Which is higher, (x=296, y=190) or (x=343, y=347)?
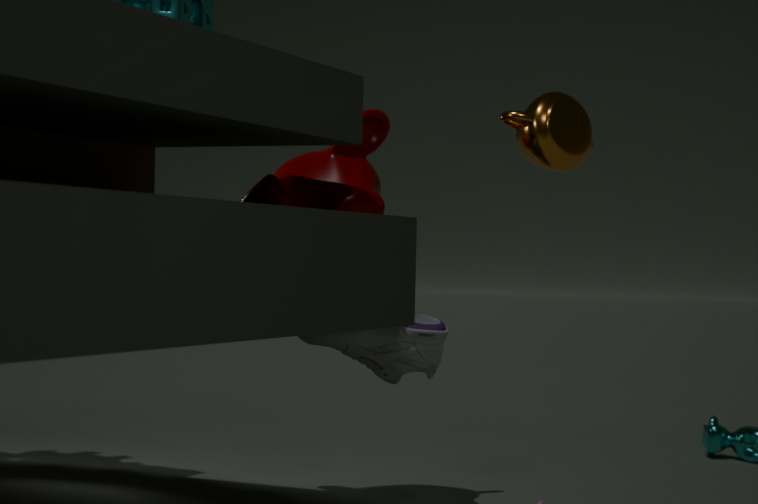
(x=296, y=190)
